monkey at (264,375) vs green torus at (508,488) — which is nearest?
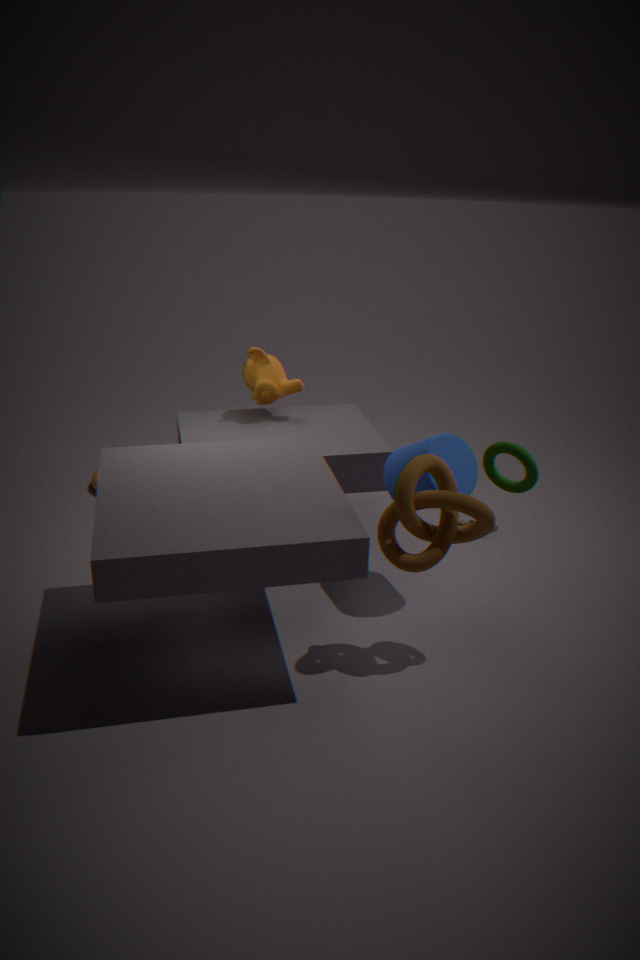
green torus at (508,488)
